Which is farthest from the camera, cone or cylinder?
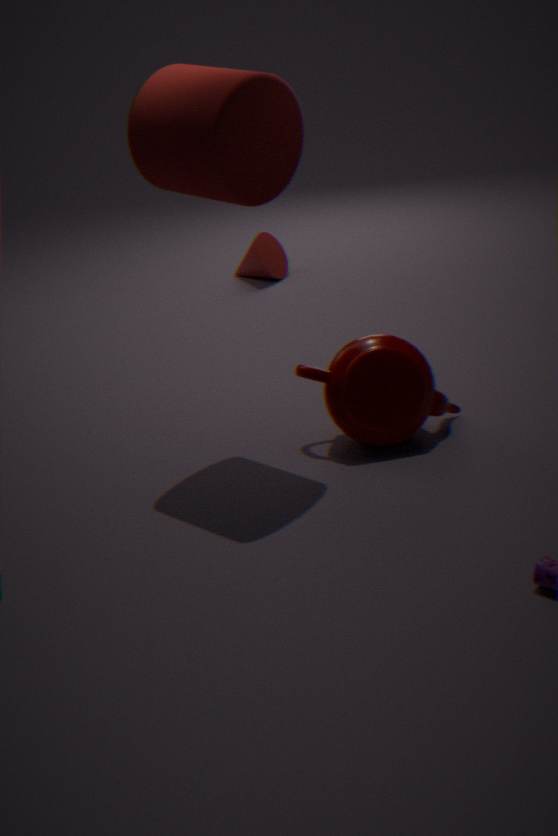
cone
